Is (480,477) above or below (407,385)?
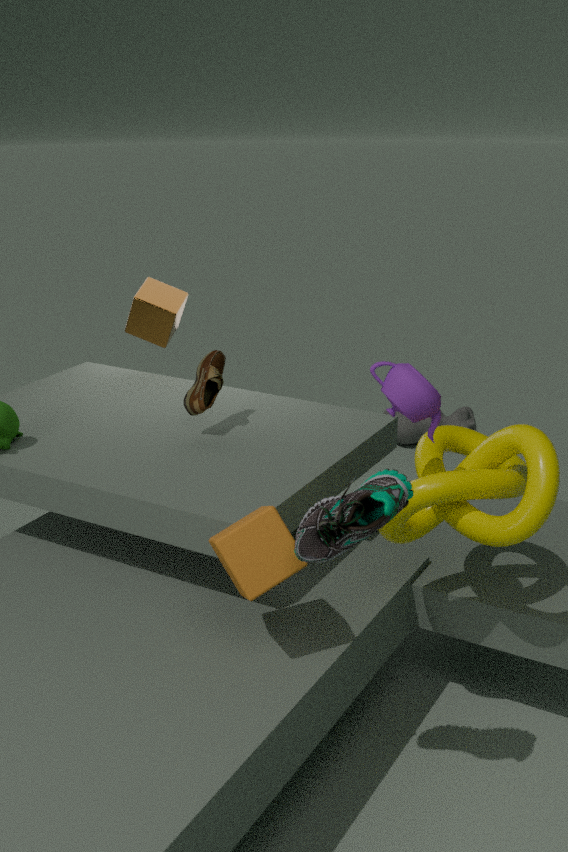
below
